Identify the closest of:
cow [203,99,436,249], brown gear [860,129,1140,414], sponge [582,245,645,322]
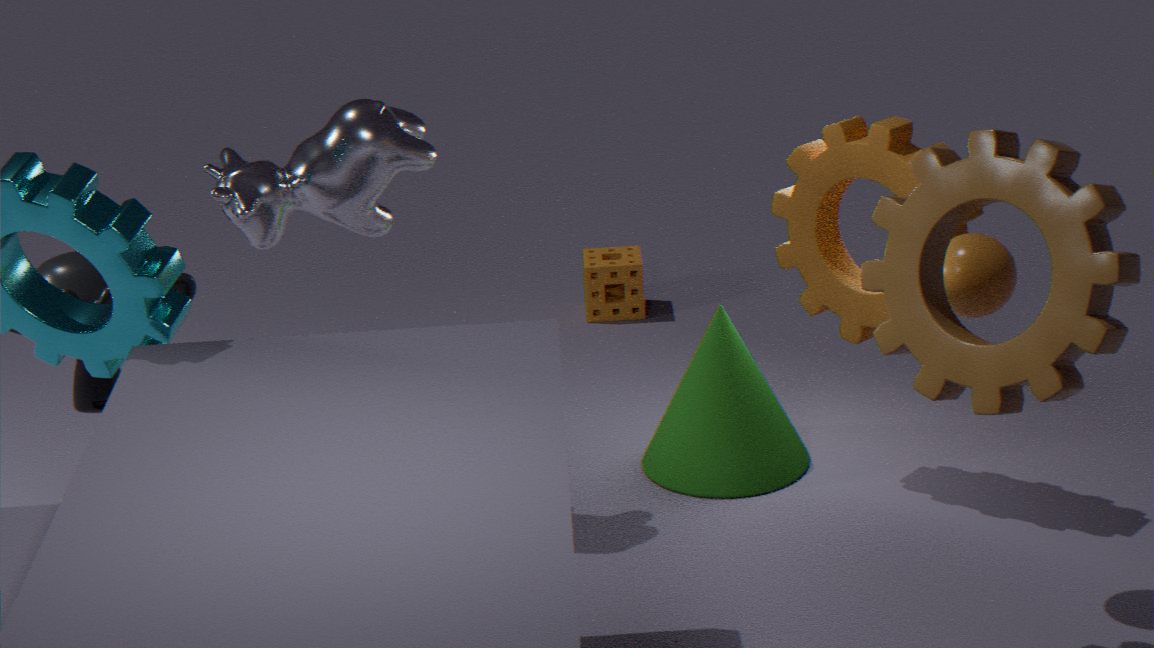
brown gear [860,129,1140,414]
